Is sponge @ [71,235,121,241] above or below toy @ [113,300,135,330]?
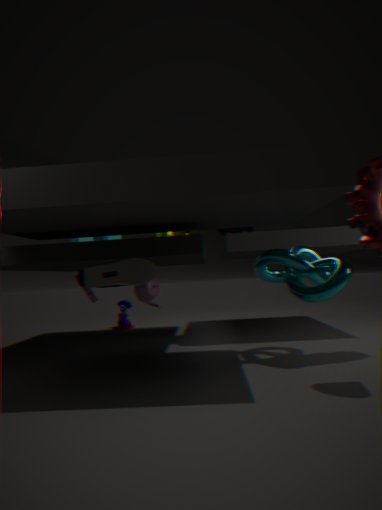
above
